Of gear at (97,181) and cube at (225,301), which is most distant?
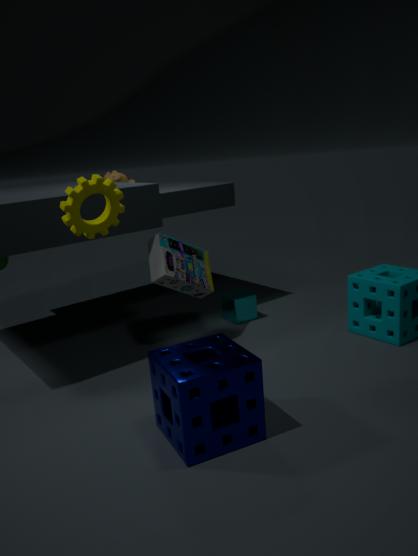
cube at (225,301)
